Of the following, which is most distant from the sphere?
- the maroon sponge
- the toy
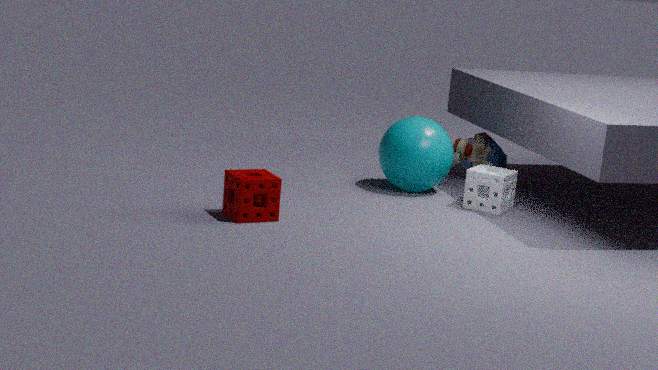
the maroon sponge
